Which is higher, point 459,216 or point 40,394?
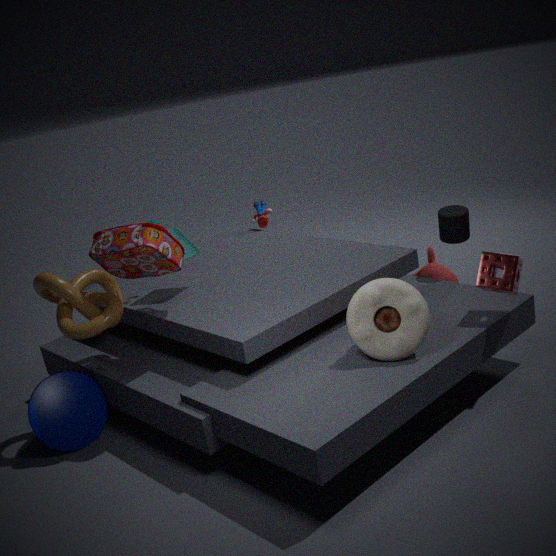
point 459,216
